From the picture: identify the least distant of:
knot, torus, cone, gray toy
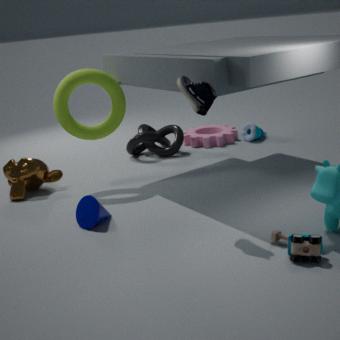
gray toy
